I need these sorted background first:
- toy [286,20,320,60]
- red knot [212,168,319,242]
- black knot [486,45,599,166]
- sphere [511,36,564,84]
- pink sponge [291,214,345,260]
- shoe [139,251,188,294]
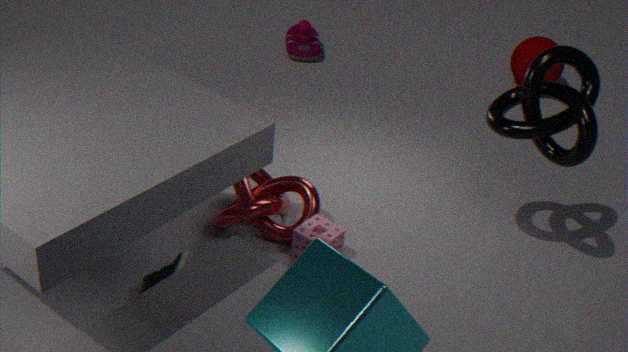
toy [286,20,320,60], sphere [511,36,564,84], red knot [212,168,319,242], pink sponge [291,214,345,260], shoe [139,251,188,294], black knot [486,45,599,166]
